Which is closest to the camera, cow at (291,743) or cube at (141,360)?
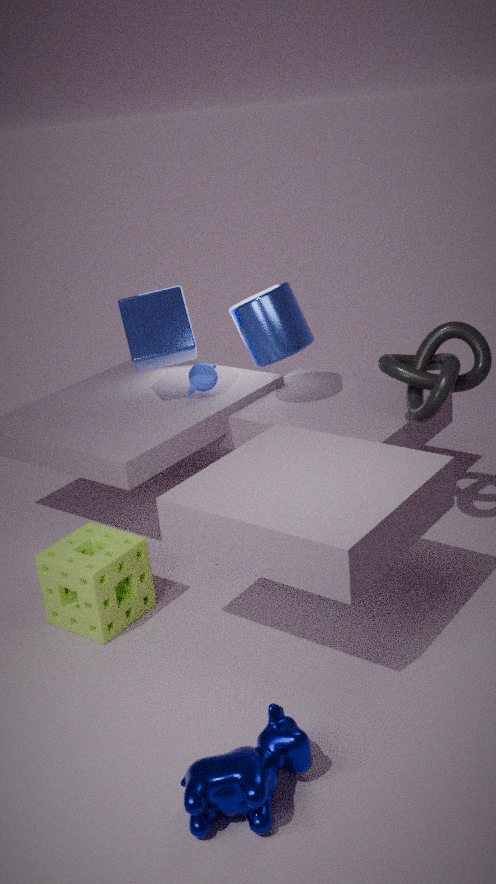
cow at (291,743)
